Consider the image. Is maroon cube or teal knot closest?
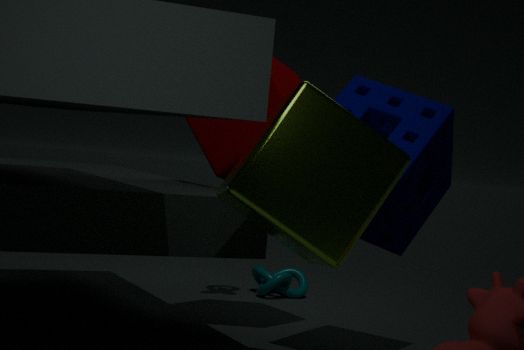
maroon cube
